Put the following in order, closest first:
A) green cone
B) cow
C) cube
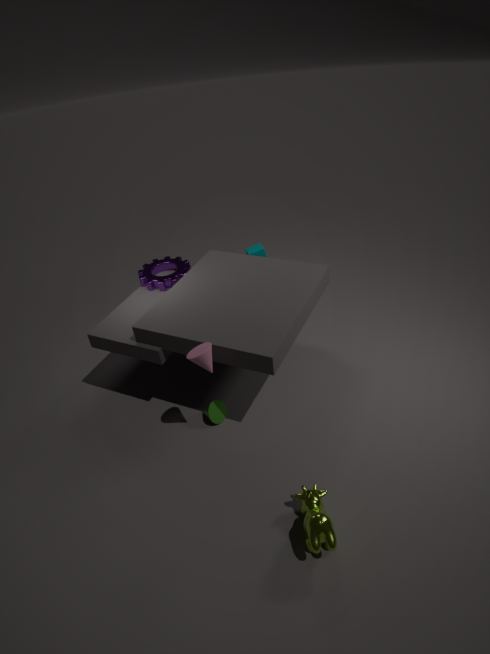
1. cow
2. green cone
3. cube
